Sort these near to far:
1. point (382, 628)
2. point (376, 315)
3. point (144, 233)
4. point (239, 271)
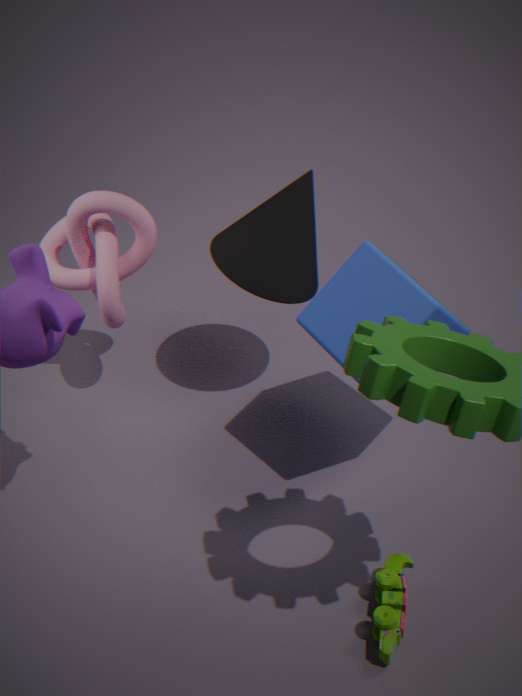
1. point (382, 628)
2. point (376, 315)
3. point (239, 271)
4. point (144, 233)
